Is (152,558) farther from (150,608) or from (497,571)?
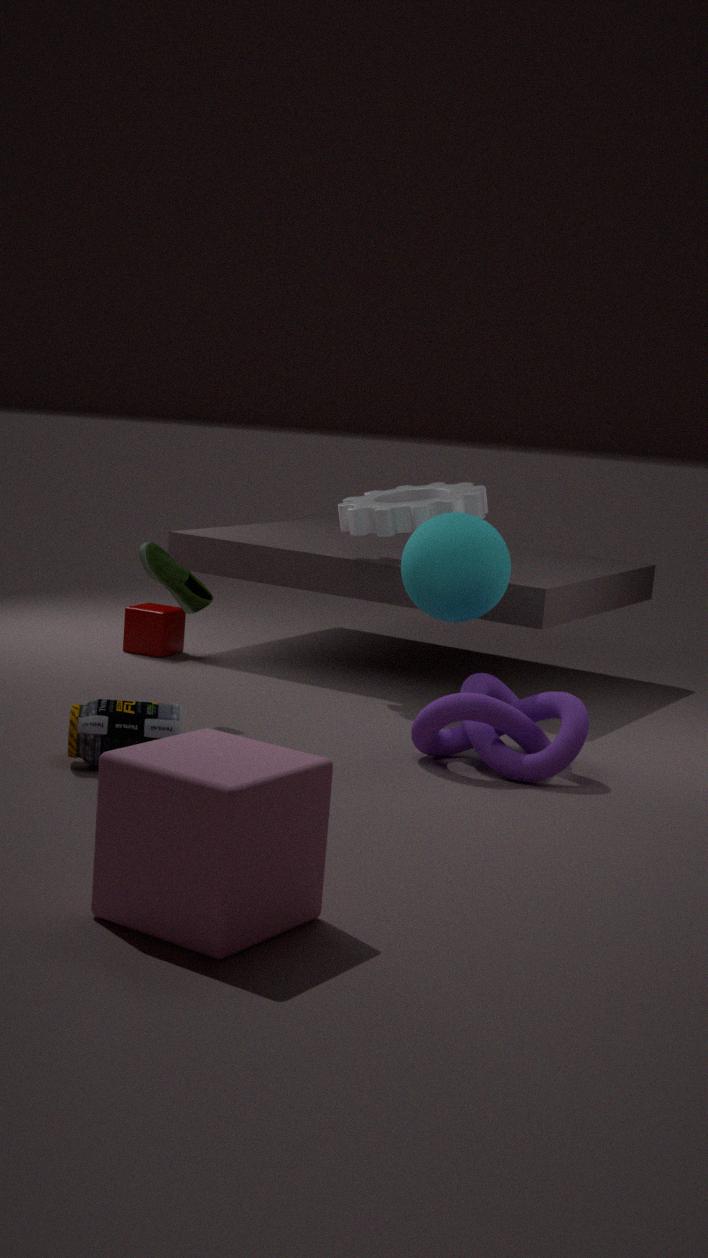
(150,608)
